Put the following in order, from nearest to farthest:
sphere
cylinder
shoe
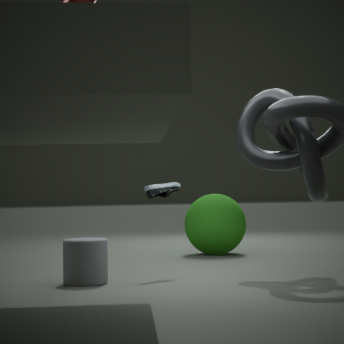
cylinder → shoe → sphere
